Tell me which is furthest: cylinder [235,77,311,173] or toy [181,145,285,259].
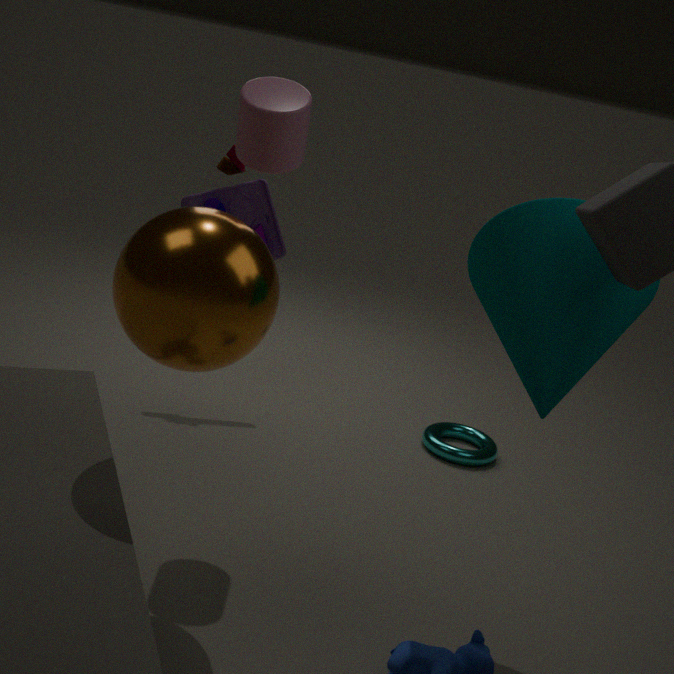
toy [181,145,285,259]
